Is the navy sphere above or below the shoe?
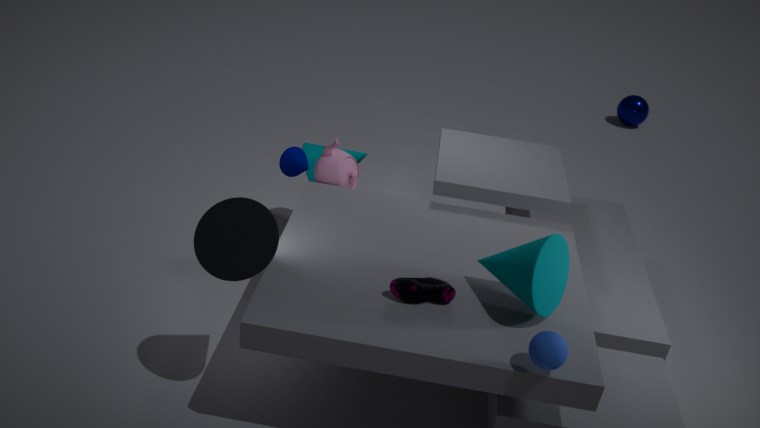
below
